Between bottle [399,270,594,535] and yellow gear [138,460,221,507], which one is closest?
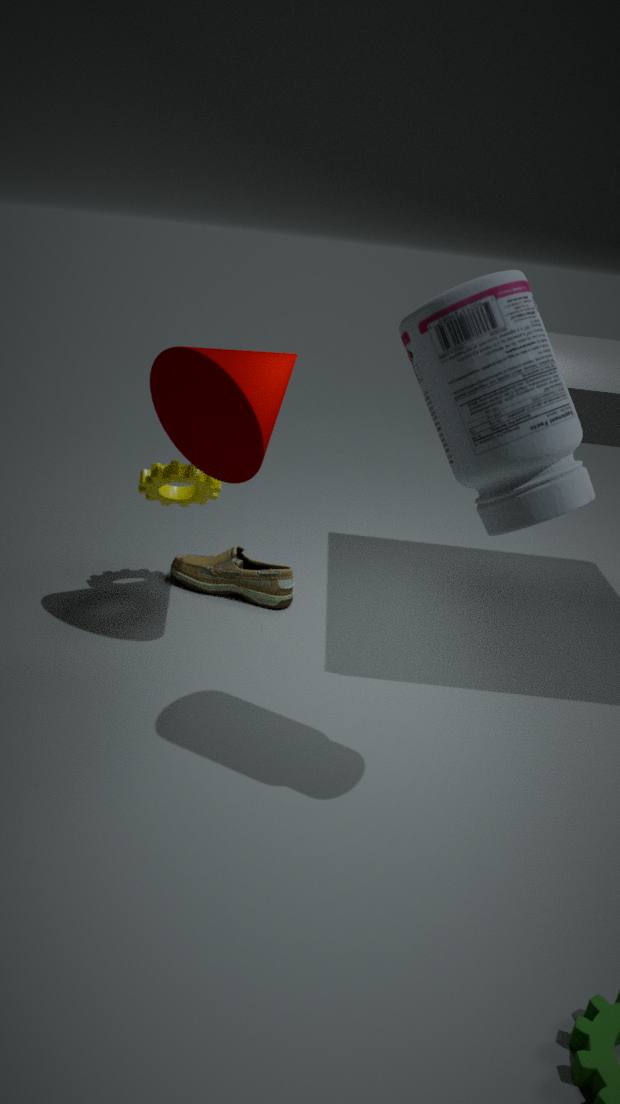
bottle [399,270,594,535]
